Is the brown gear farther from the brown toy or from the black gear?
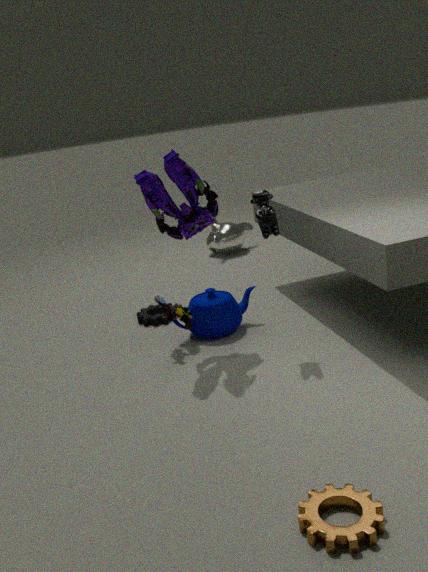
the black gear
